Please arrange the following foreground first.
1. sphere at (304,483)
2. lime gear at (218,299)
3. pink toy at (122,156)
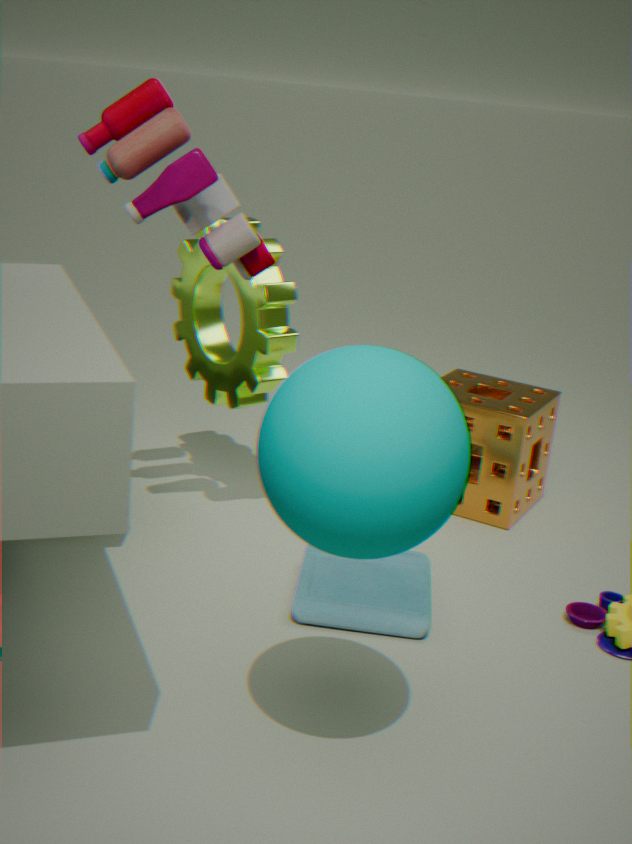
sphere at (304,483), pink toy at (122,156), lime gear at (218,299)
